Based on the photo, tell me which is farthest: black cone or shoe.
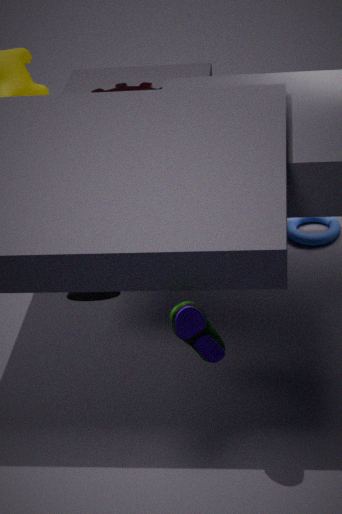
black cone
